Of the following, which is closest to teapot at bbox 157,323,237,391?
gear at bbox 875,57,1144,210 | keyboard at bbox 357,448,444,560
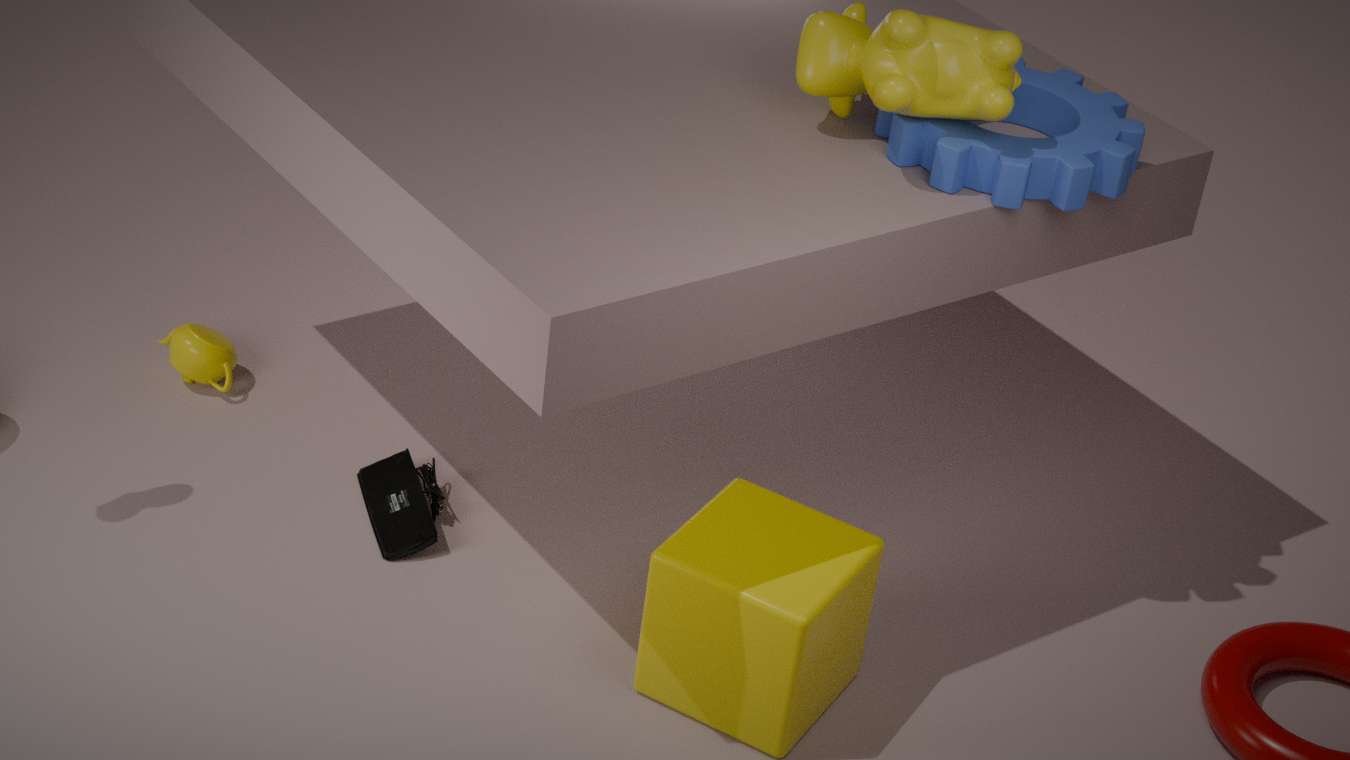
keyboard at bbox 357,448,444,560
